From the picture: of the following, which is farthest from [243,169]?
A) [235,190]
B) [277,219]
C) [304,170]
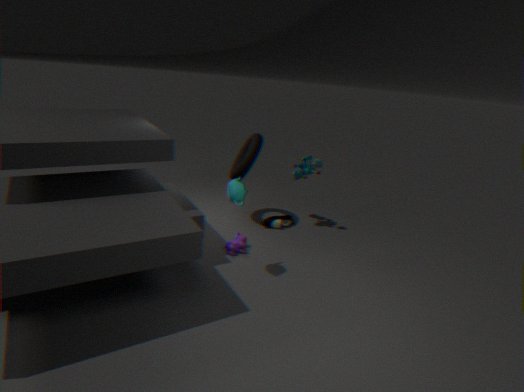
[235,190]
